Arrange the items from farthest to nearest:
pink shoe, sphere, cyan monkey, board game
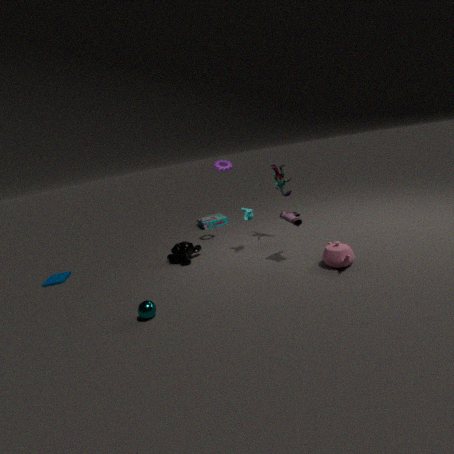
board game, cyan monkey, pink shoe, sphere
